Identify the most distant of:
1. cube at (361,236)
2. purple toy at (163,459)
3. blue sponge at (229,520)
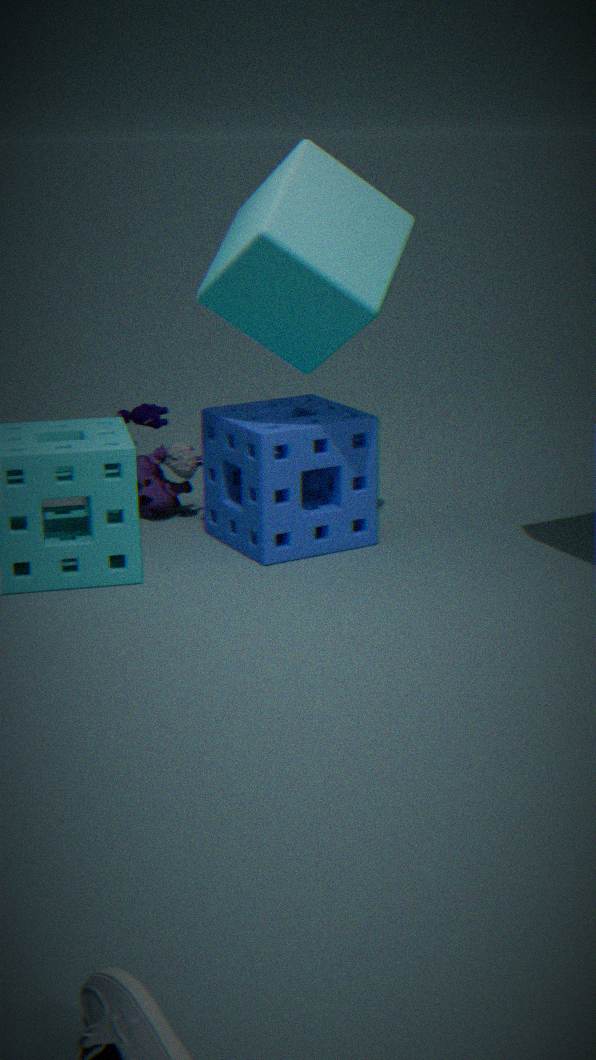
purple toy at (163,459)
